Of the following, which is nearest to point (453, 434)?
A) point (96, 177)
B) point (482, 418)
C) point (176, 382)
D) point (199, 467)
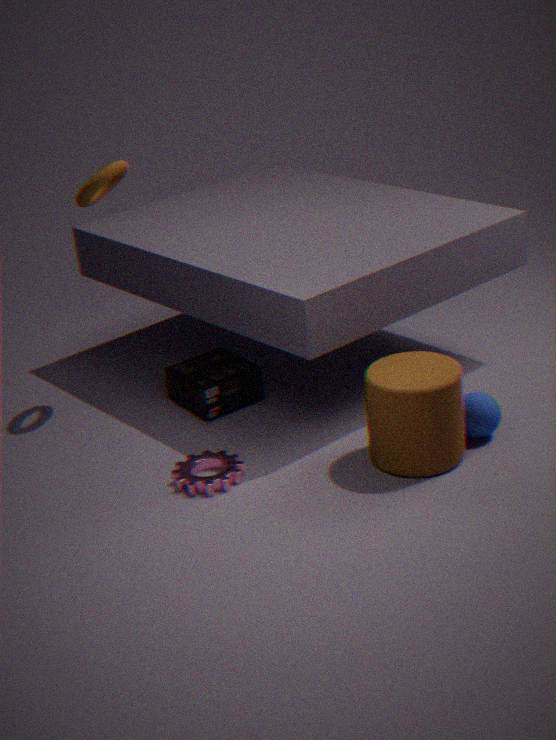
point (482, 418)
